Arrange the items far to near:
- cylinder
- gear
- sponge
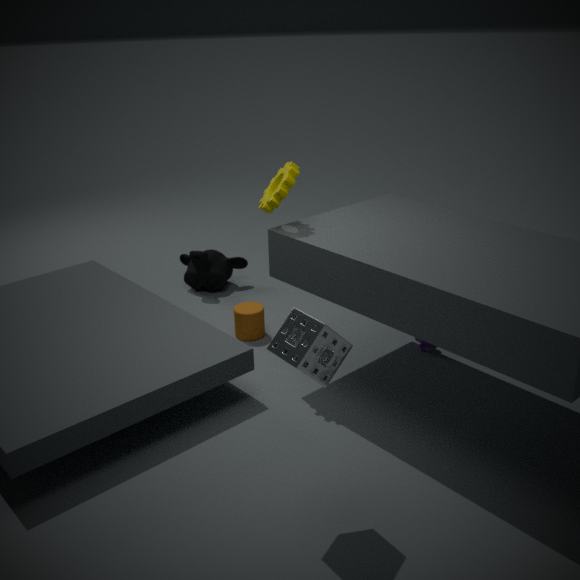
cylinder
gear
sponge
